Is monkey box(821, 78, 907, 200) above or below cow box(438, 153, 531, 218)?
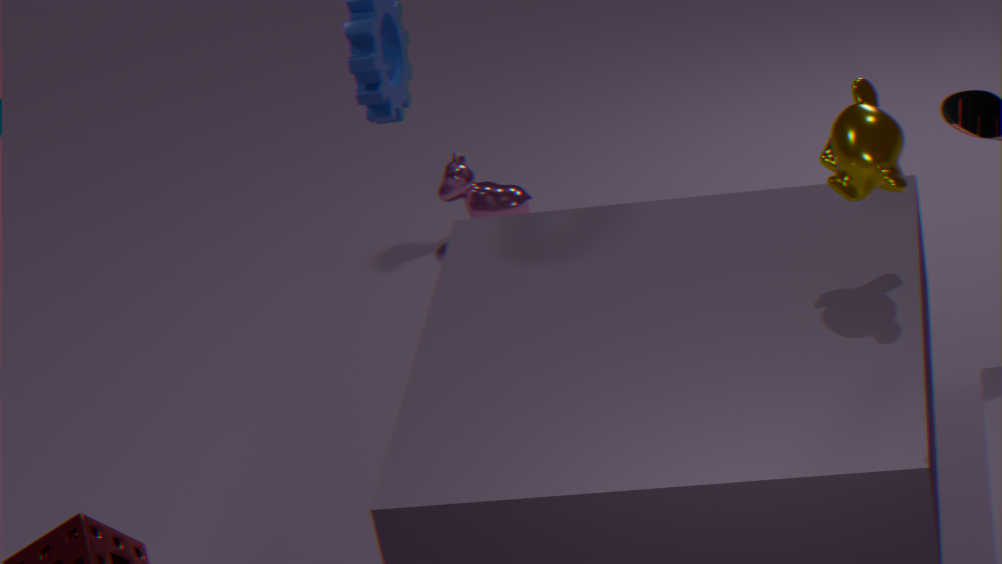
above
